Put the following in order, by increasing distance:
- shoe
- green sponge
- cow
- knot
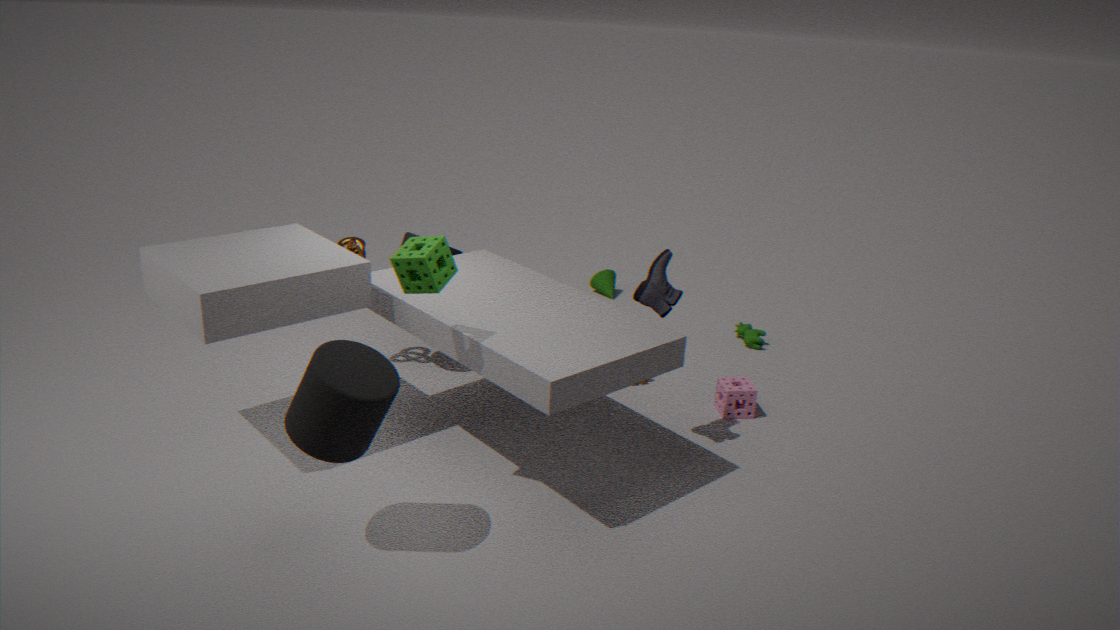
1. green sponge
2. shoe
3. knot
4. cow
